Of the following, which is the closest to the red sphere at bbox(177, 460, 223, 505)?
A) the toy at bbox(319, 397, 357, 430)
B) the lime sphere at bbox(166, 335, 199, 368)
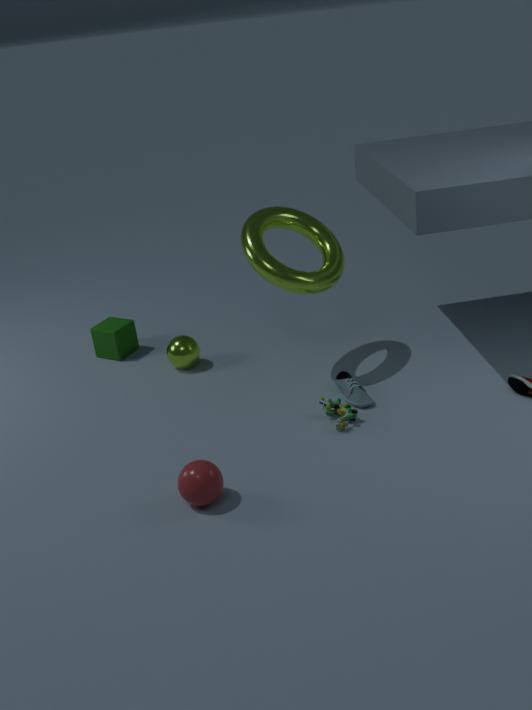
the toy at bbox(319, 397, 357, 430)
